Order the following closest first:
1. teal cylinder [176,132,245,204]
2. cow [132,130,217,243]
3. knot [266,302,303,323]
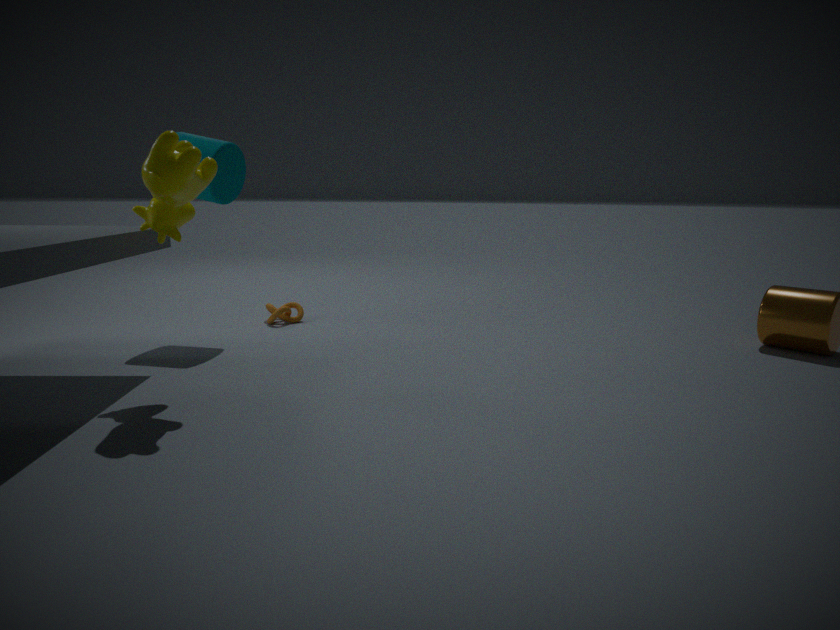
cow [132,130,217,243] → teal cylinder [176,132,245,204] → knot [266,302,303,323]
